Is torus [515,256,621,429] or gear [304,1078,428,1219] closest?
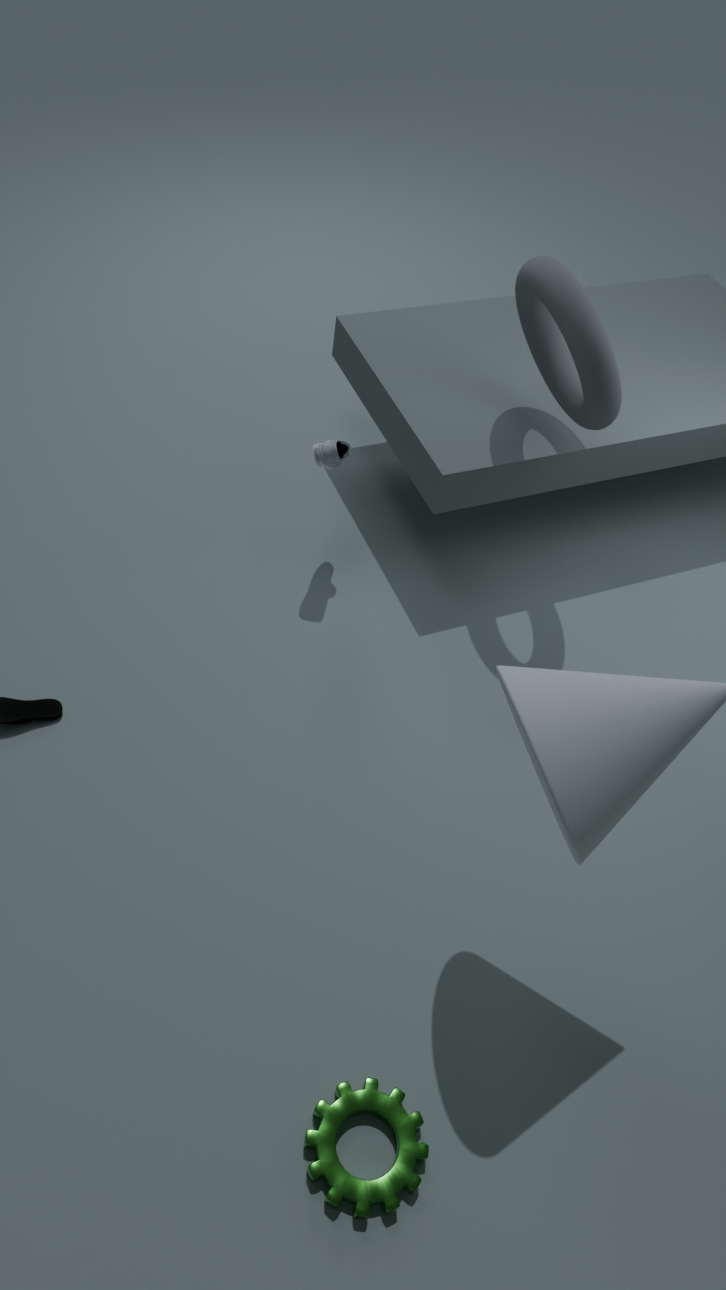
gear [304,1078,428,1219]
